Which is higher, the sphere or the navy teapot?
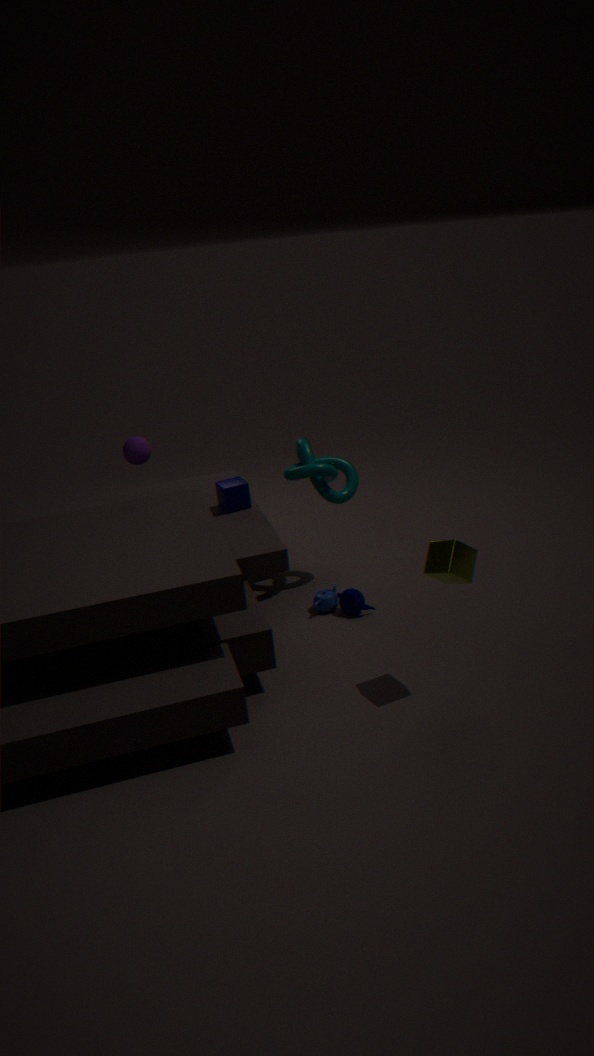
the sphere
